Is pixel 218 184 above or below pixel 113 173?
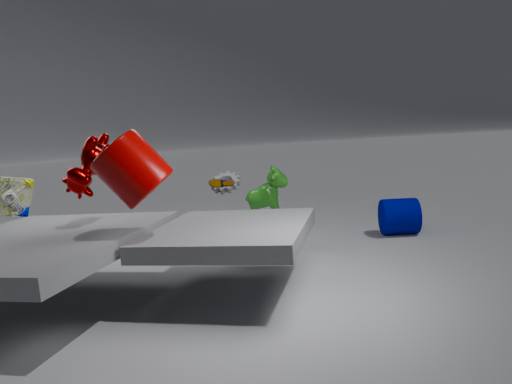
below
